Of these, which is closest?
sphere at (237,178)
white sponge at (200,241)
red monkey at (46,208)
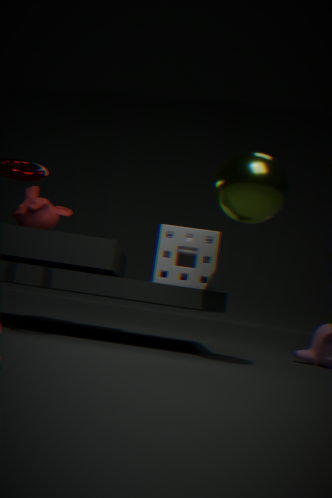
sphere at (237,178)
